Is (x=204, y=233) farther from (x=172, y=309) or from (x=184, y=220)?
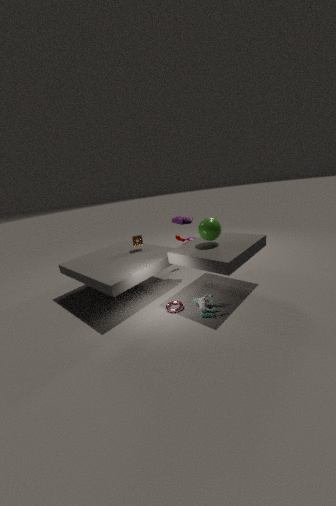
(x=172, y=309)
